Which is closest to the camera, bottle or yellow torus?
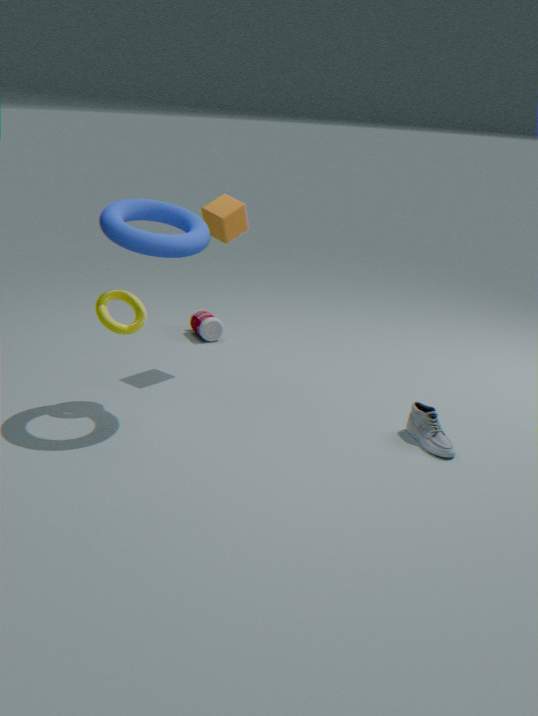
yellow torus
